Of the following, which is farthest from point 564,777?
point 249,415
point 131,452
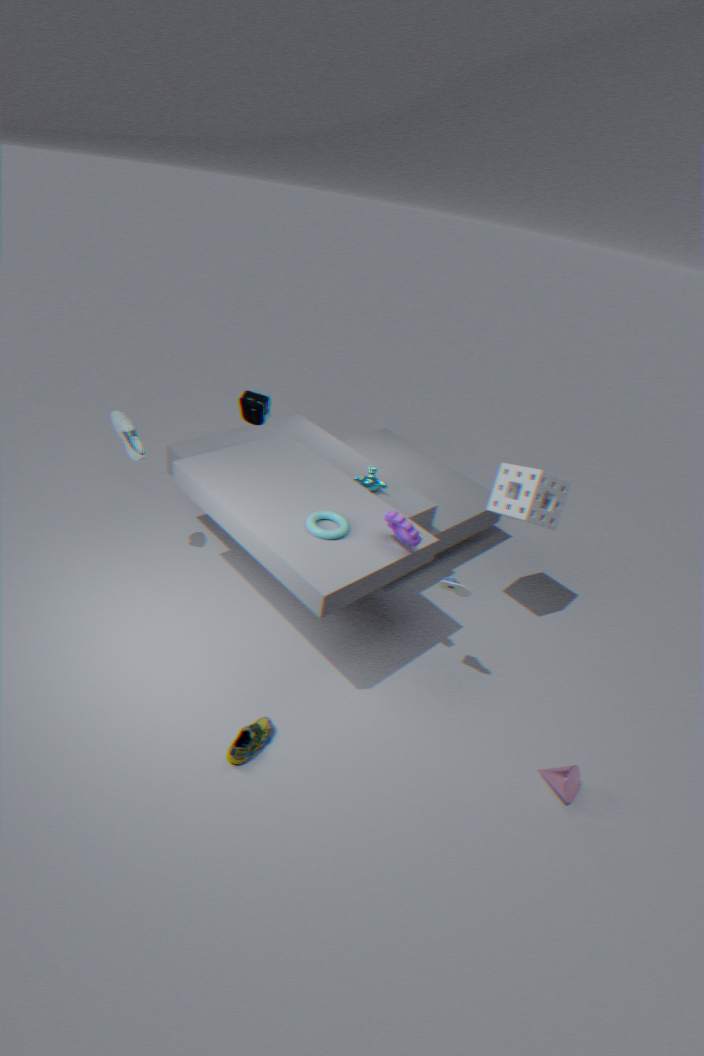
point 131,452
